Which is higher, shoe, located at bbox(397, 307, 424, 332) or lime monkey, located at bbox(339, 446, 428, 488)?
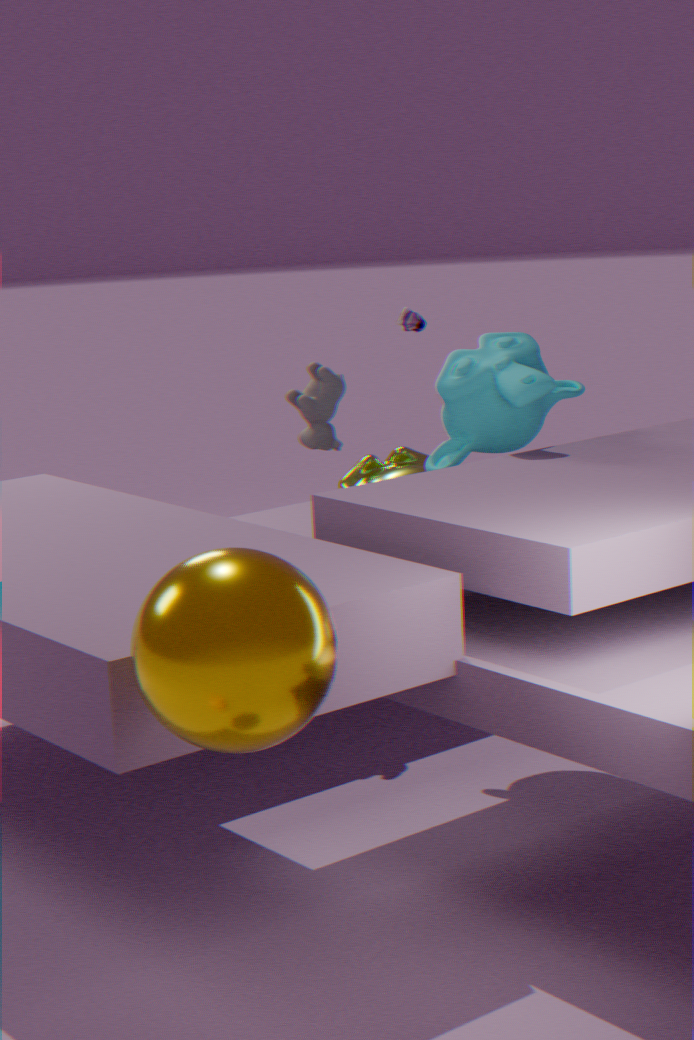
shoe, located at bbox(397, 307, 424, 332)
